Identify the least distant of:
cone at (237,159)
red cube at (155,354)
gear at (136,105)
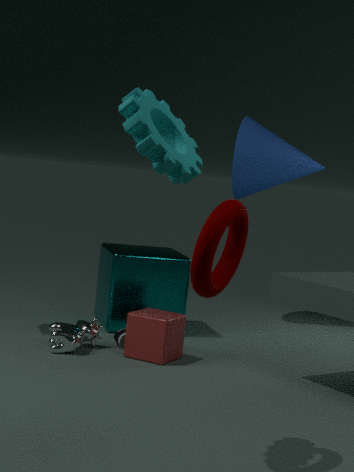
gear at (136,105)
